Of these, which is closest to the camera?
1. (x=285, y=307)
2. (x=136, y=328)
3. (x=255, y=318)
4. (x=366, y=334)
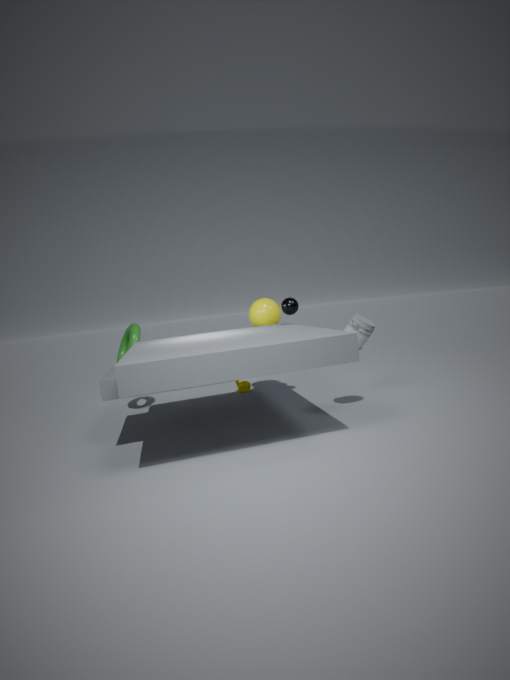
(x=366, y=334)
